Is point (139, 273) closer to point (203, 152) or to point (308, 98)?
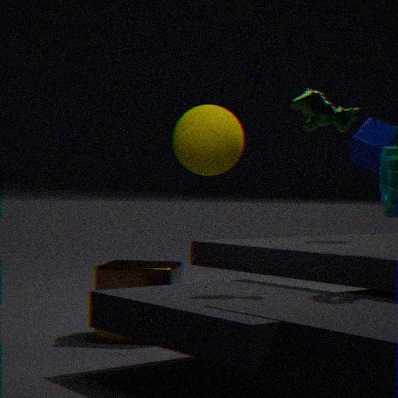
point (203, 152)
